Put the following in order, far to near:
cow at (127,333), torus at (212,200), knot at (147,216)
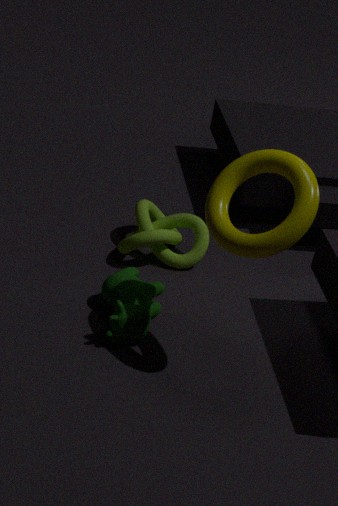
knot at (147,216) → cow at (127,333) → torus at (212,200)
